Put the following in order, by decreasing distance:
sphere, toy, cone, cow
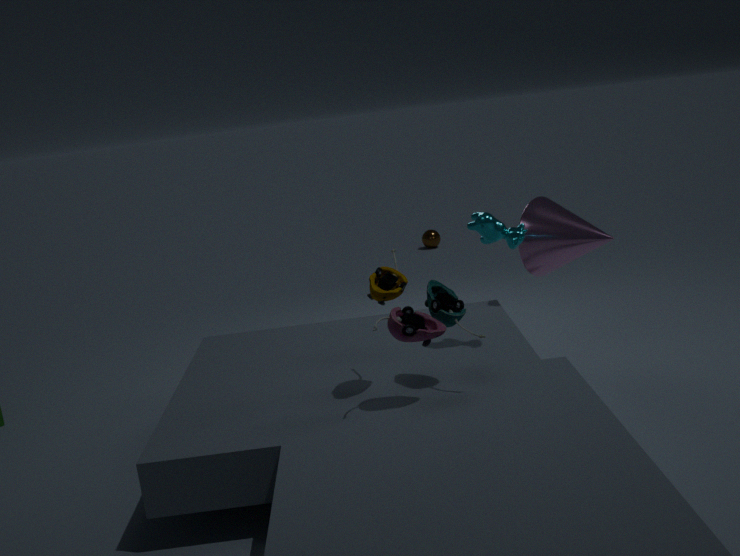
1. sphere
2. cone
3. cow
4. toy
